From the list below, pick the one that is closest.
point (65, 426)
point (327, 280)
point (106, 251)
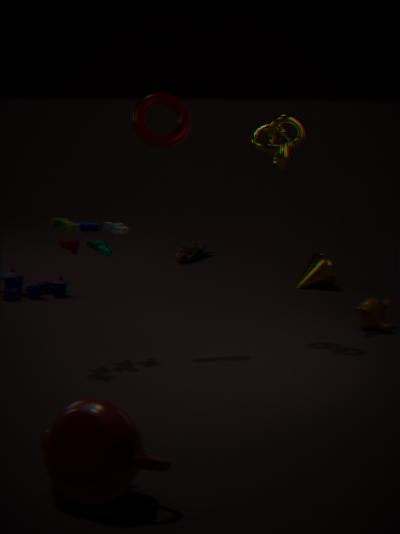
point (65, 426)
